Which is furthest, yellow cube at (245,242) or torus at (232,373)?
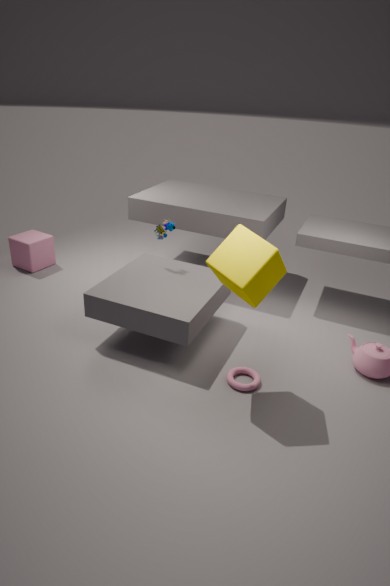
torus at (232,373)
